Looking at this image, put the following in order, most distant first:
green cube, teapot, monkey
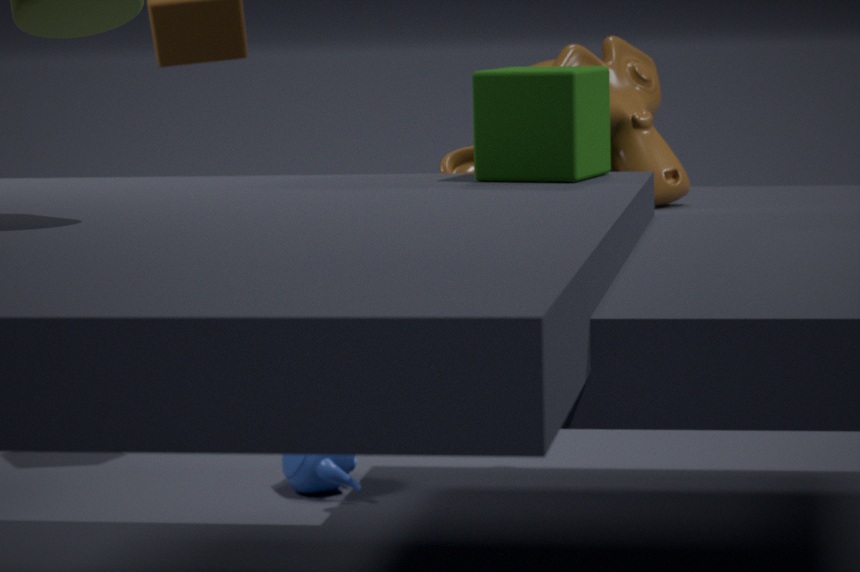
teapot → monkey → green cube
